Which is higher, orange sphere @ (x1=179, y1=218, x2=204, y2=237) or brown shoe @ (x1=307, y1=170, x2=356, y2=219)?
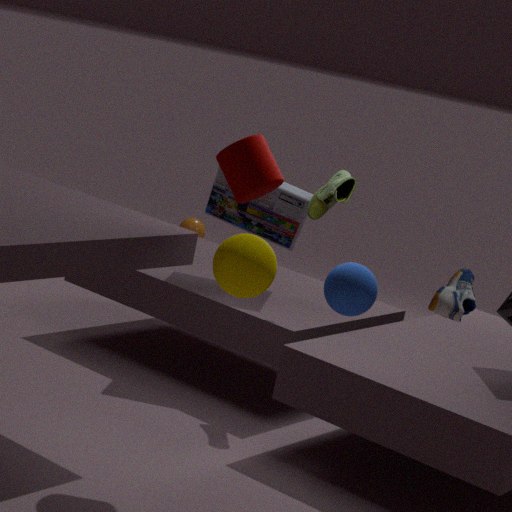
brown shoe @ (x1=307, y1=170, x2=356, y2=219)
